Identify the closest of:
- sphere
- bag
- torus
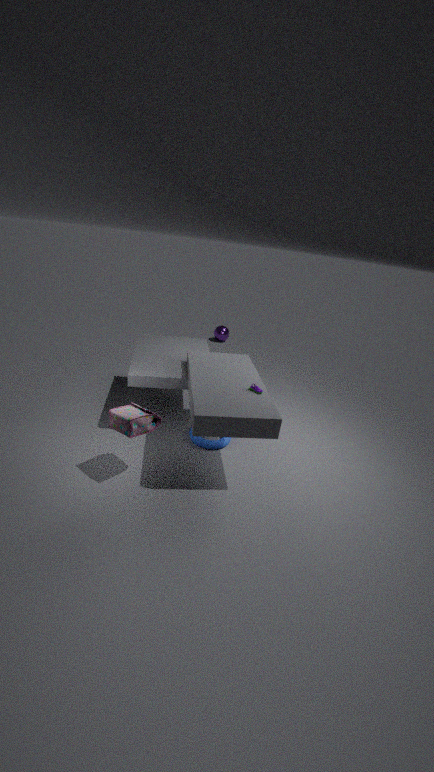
bag
